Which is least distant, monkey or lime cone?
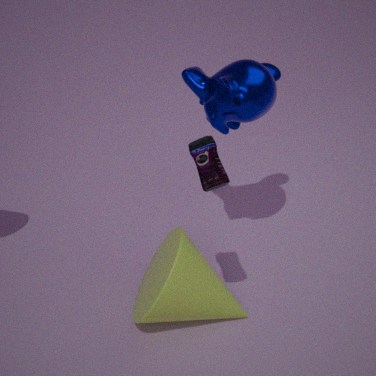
lime cone
